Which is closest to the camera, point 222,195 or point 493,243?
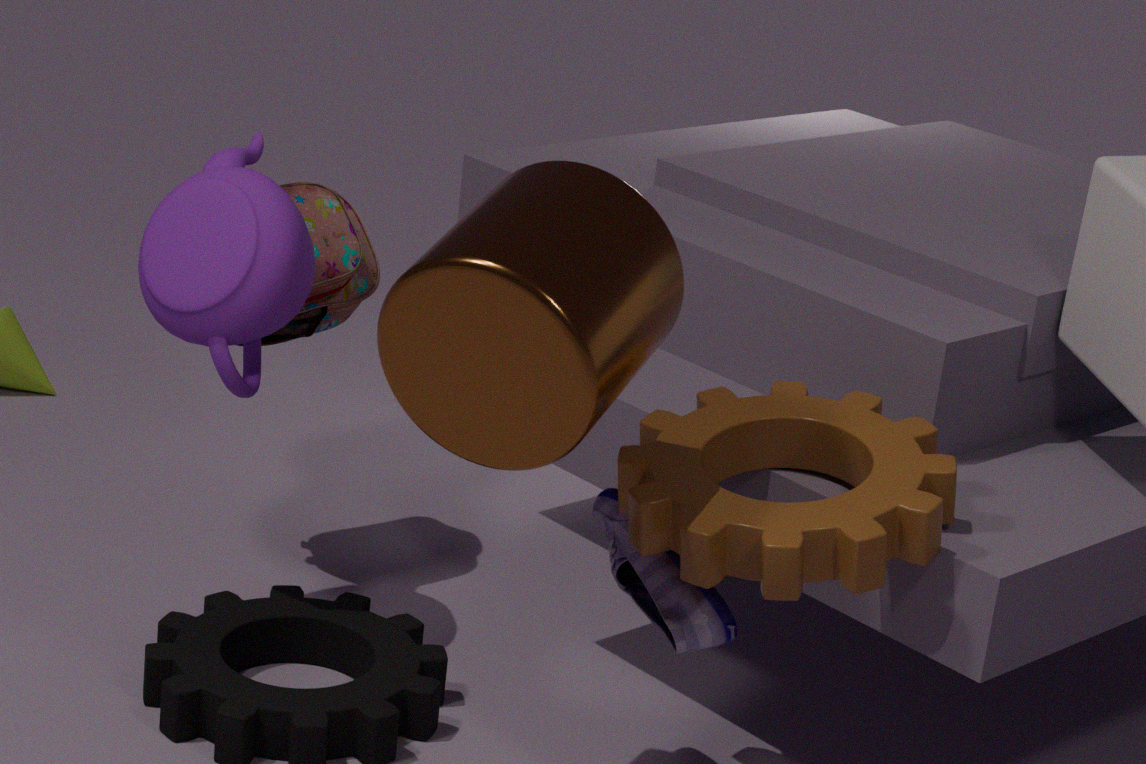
point 493,243
